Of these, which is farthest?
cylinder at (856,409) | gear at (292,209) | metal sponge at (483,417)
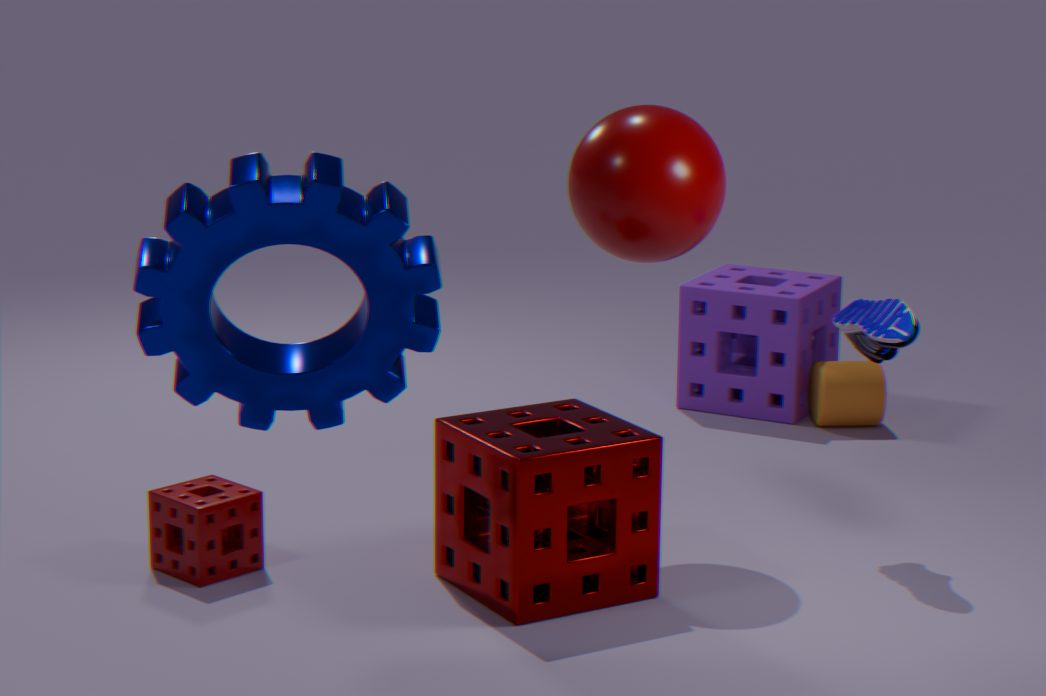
cylinder at (856,409)
